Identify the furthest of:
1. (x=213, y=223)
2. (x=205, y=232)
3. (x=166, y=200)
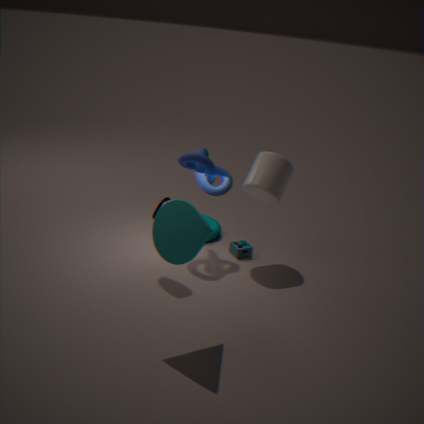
(x=213, y=223)
